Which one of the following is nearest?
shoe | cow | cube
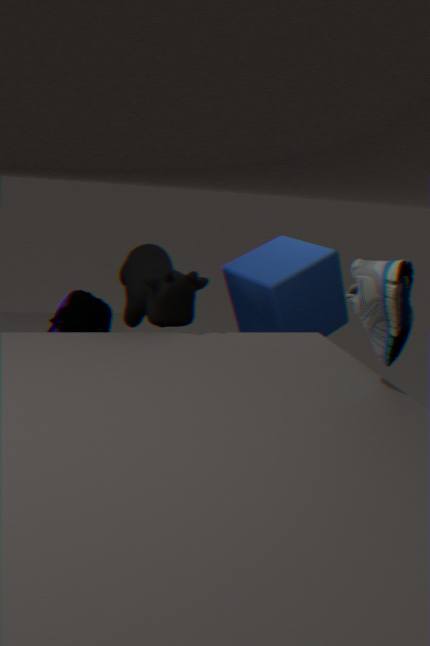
A: shoe
